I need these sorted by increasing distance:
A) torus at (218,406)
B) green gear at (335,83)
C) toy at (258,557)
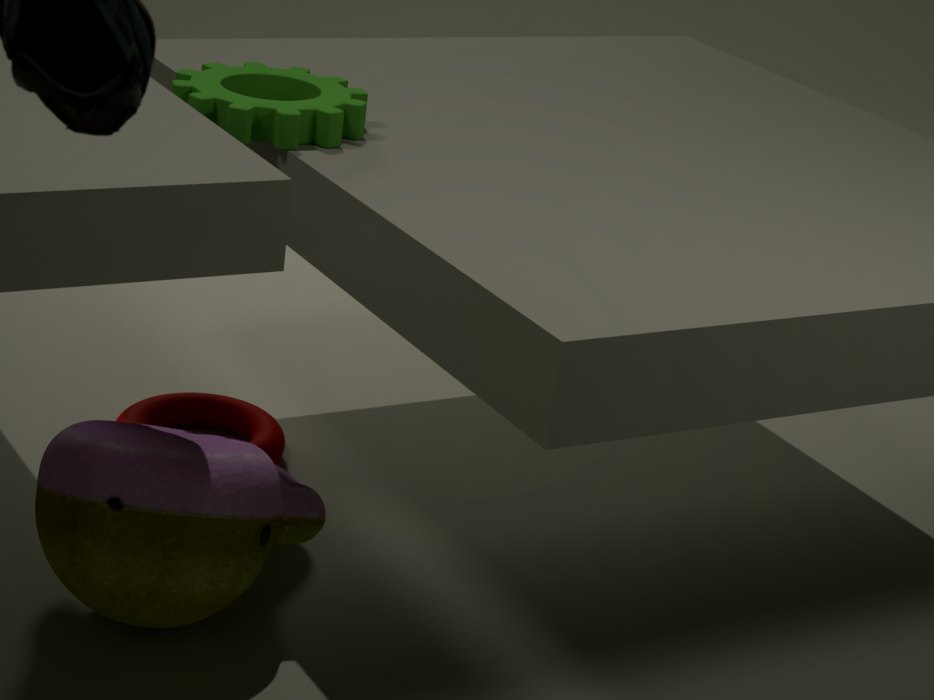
toy at (258,557)
green gear at (335,83)
torus at (218,406)
